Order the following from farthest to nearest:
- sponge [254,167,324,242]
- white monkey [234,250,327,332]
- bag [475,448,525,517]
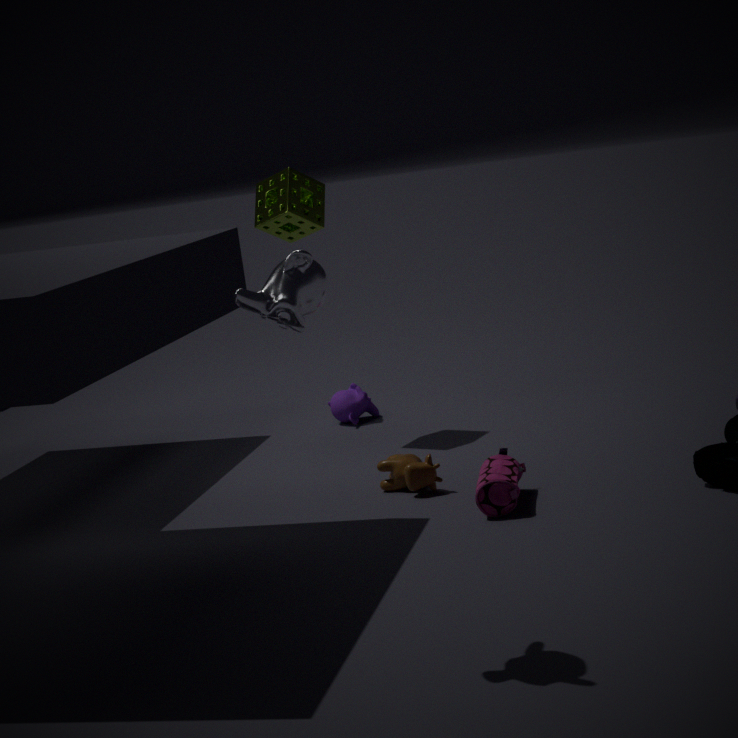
sponge [254,167,324,242], bag [475,448,525,517], white monkey [234,250,327,332]
